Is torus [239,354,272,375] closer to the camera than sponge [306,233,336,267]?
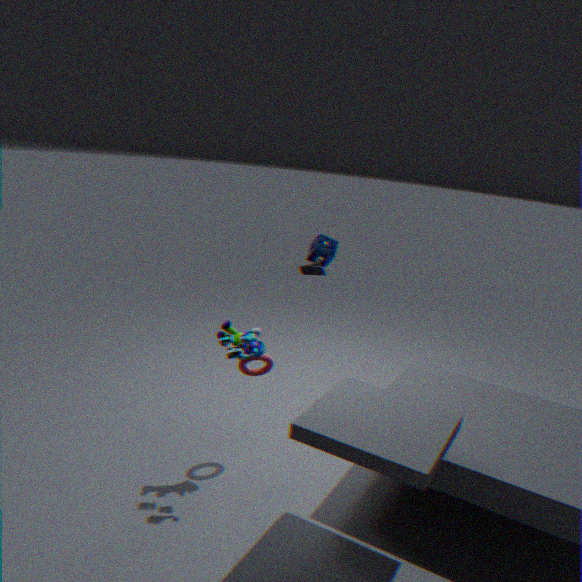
Yes
